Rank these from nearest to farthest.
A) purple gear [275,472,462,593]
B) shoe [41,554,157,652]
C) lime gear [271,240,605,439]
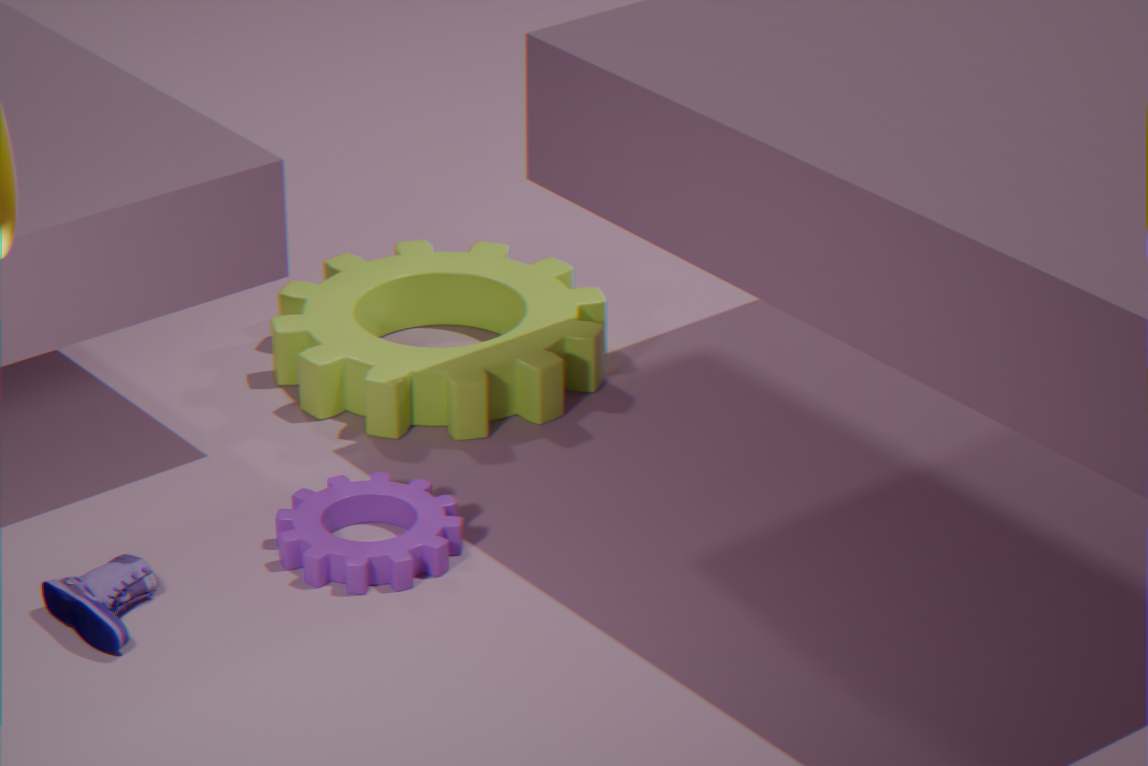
shoe [41,554,157,652] < purple gear [275,472,462,593] < lime gear [271,240,605,439]
